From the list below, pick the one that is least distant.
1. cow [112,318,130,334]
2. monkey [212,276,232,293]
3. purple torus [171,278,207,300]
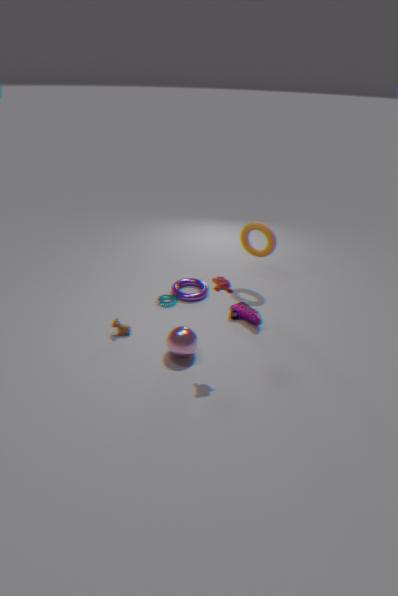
monkey [212,276,232,293]
